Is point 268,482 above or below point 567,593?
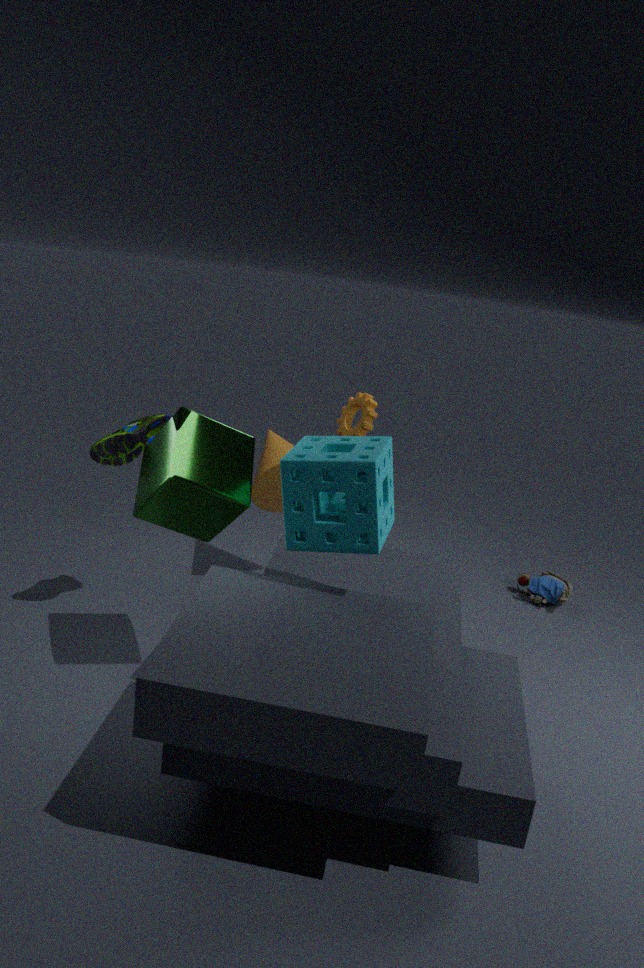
above
